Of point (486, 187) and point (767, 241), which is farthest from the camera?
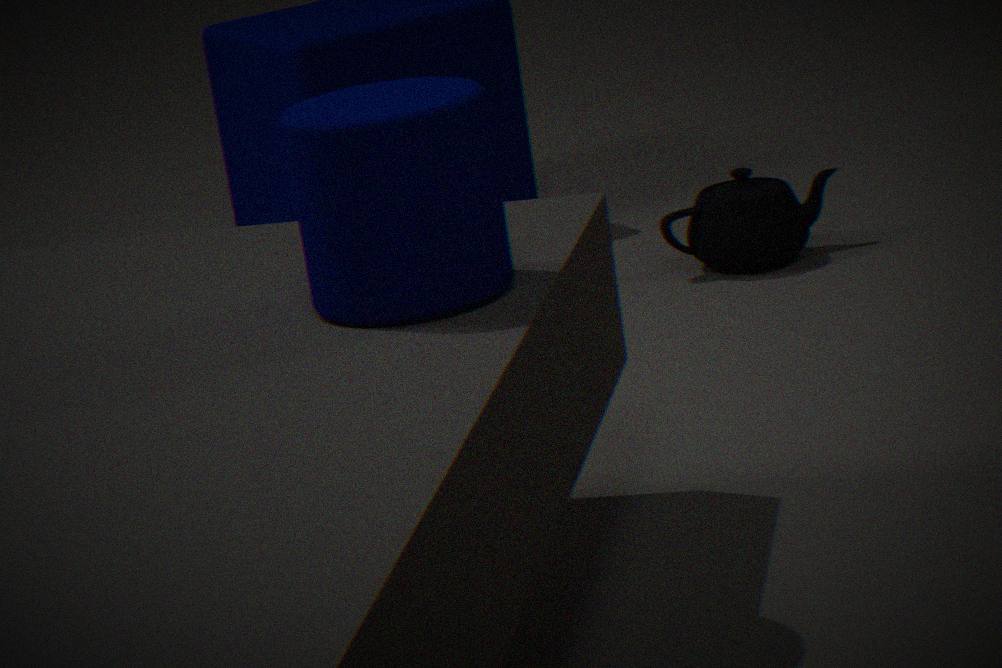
point (767, 241)
